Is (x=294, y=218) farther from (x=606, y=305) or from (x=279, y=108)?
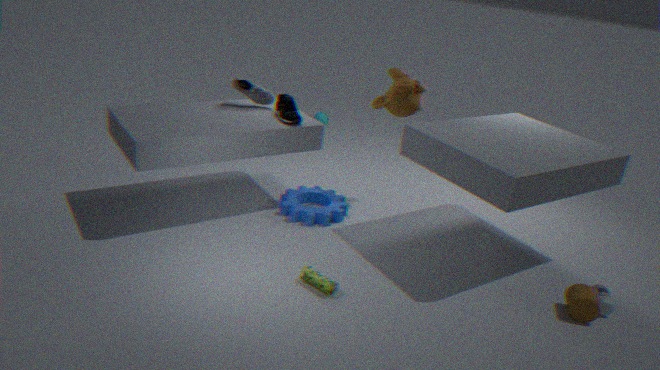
(x=606, y=305)
